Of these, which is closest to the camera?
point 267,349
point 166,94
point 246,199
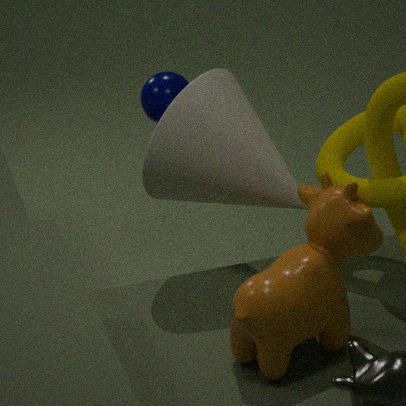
point 267,349
